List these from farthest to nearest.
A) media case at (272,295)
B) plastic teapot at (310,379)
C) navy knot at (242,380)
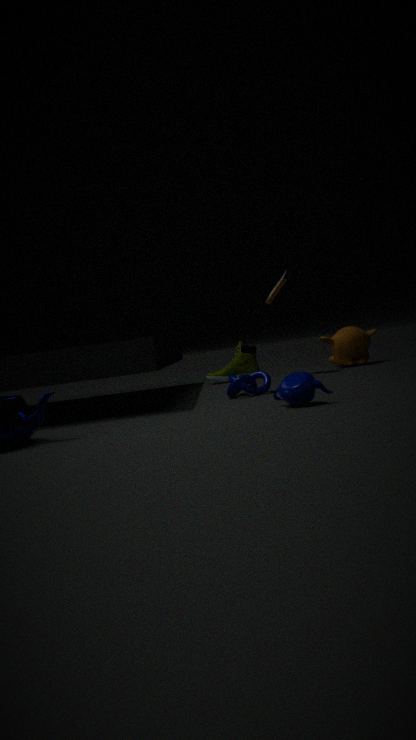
media case at (272,295) < navy knot at (242,380) < plastic teapot at (310,379)
